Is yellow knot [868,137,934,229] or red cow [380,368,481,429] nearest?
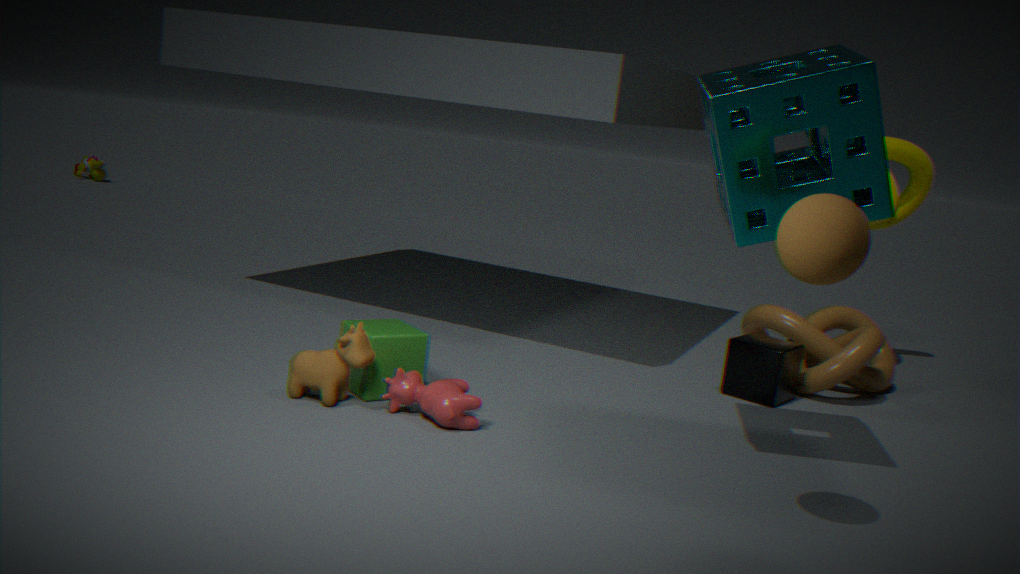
red cow [380,368,481,429]
